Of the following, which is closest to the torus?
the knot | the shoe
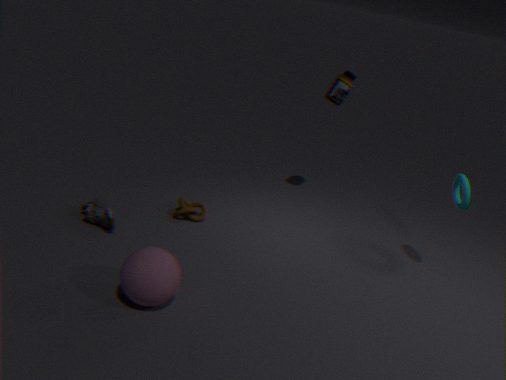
the knot
